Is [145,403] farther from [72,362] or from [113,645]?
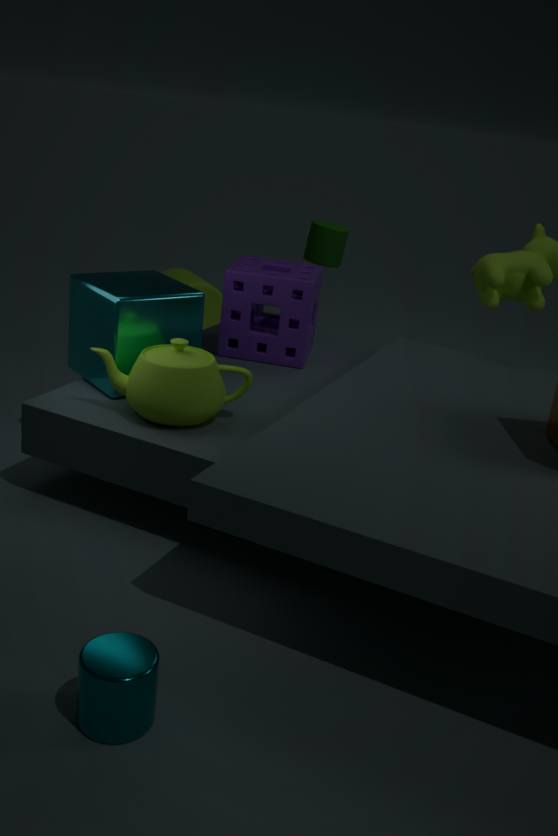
[113,645]
